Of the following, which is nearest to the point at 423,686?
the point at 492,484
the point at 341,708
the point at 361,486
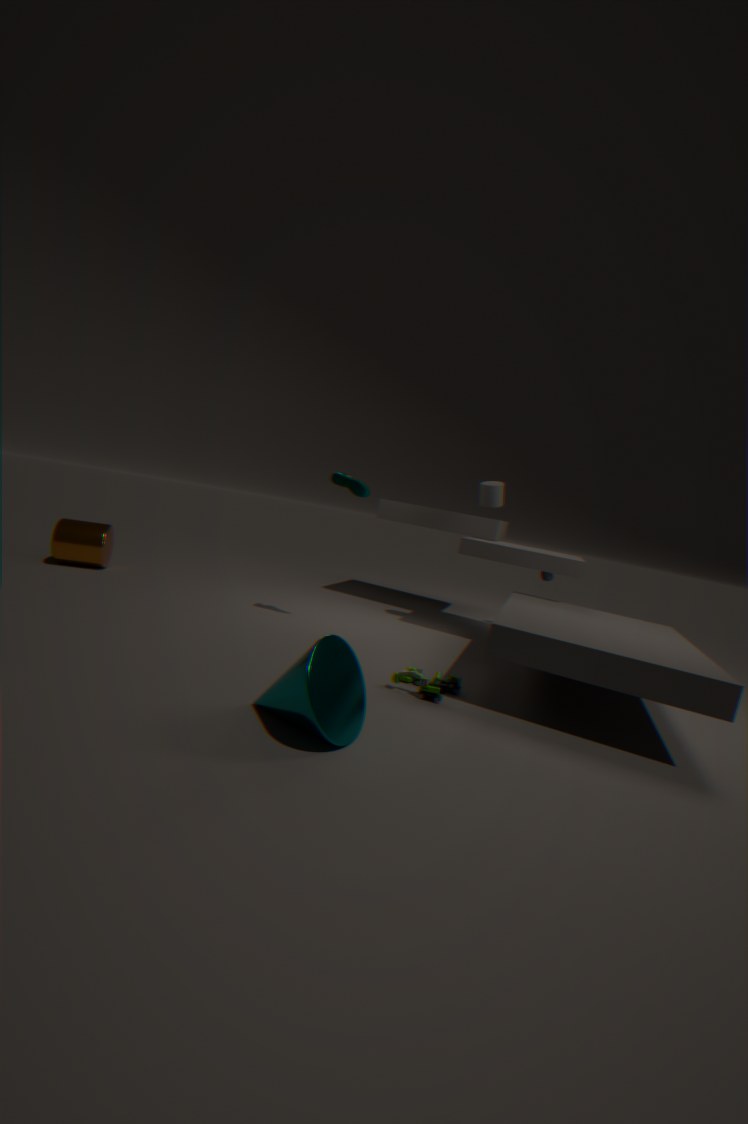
the point at 341,708
